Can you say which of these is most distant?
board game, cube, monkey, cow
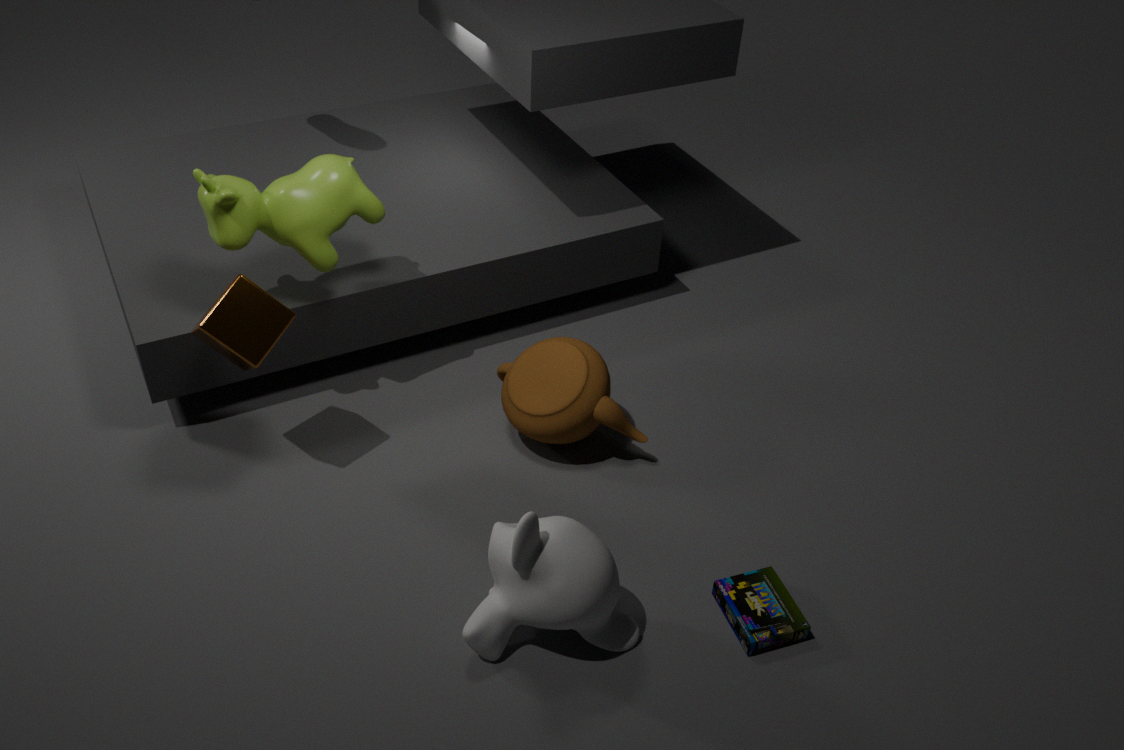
cow
